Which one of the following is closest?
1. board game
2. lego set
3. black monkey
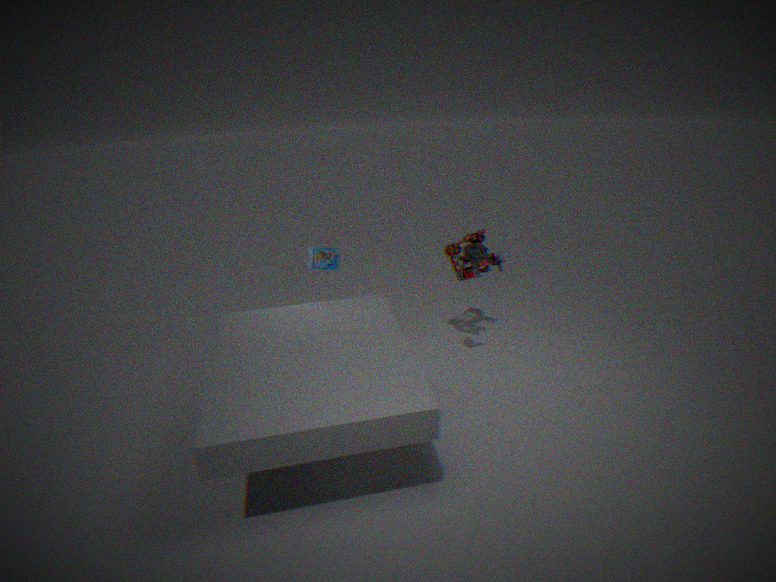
black monkey
